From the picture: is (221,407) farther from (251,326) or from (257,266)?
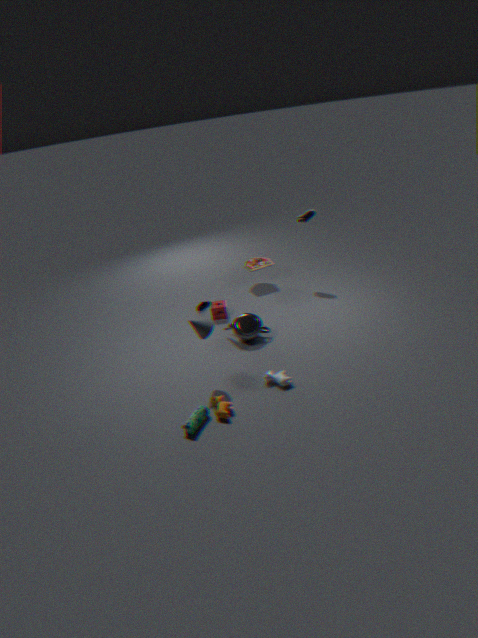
(257,266)
